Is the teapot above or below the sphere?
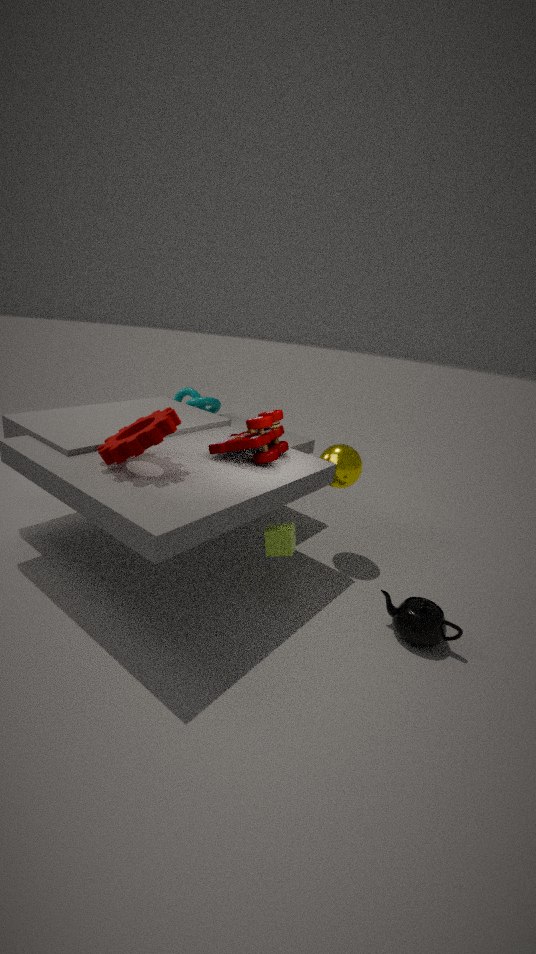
below
